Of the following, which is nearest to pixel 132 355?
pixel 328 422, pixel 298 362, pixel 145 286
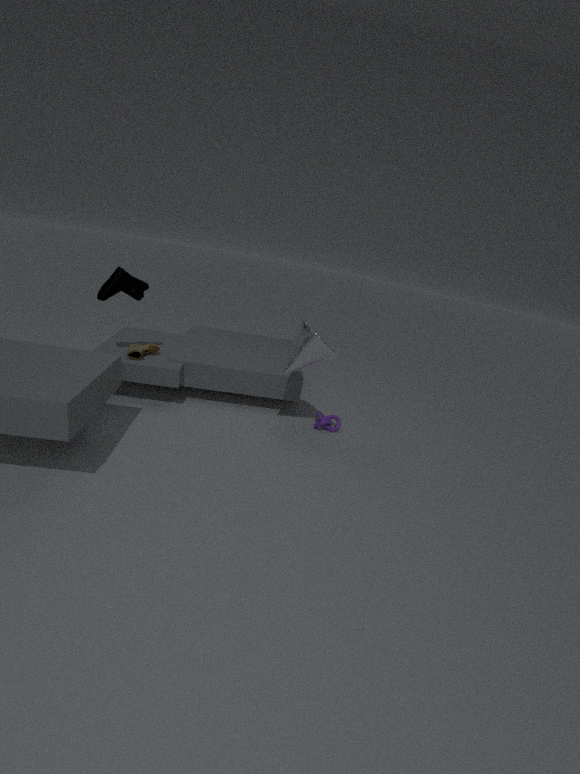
pixel 145 286
